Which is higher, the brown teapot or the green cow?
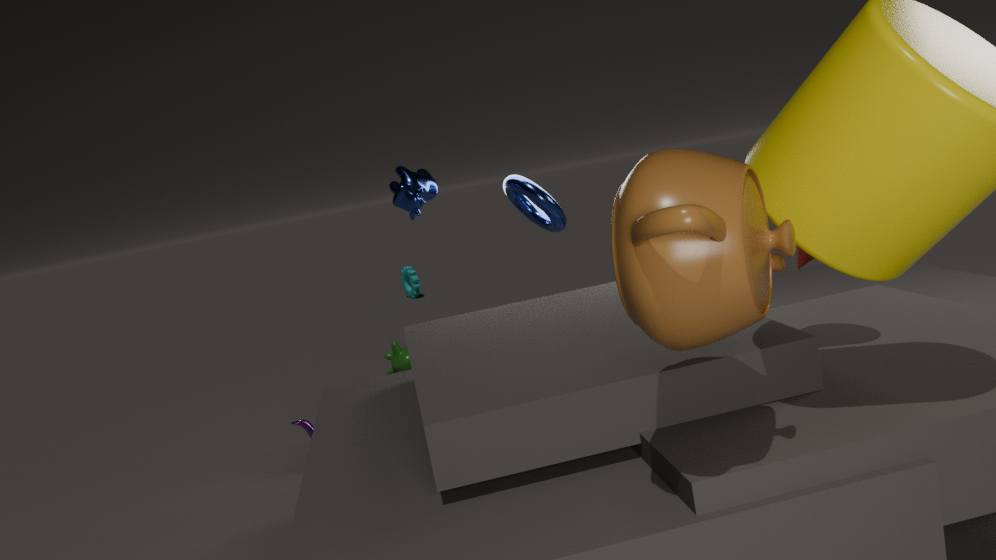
the brown teapot
